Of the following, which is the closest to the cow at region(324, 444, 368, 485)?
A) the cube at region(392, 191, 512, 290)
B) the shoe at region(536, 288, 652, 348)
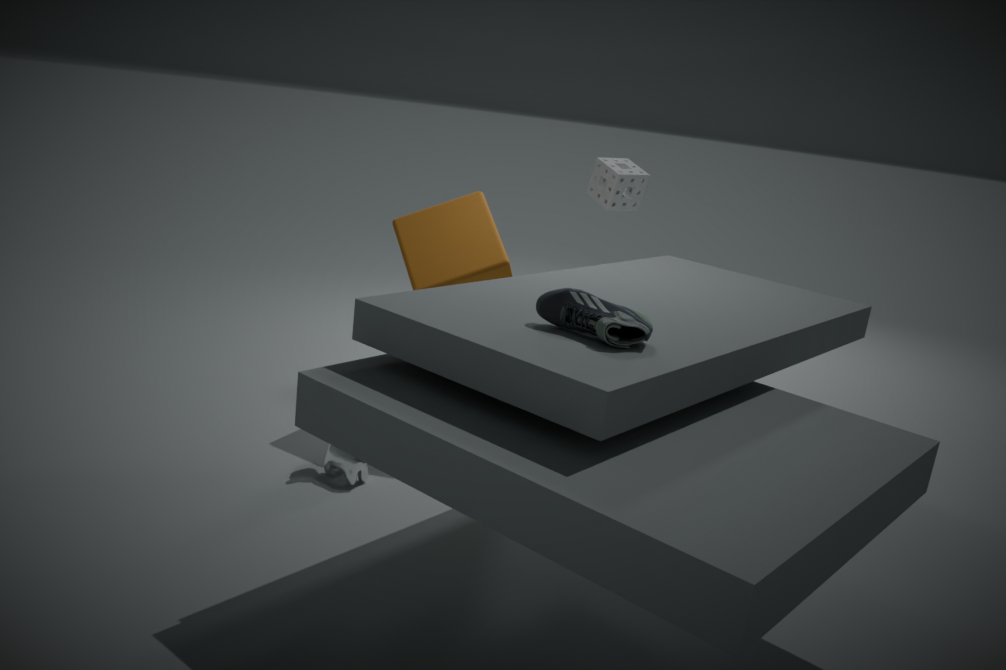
the cube at region(392, 191, 512, 290)
